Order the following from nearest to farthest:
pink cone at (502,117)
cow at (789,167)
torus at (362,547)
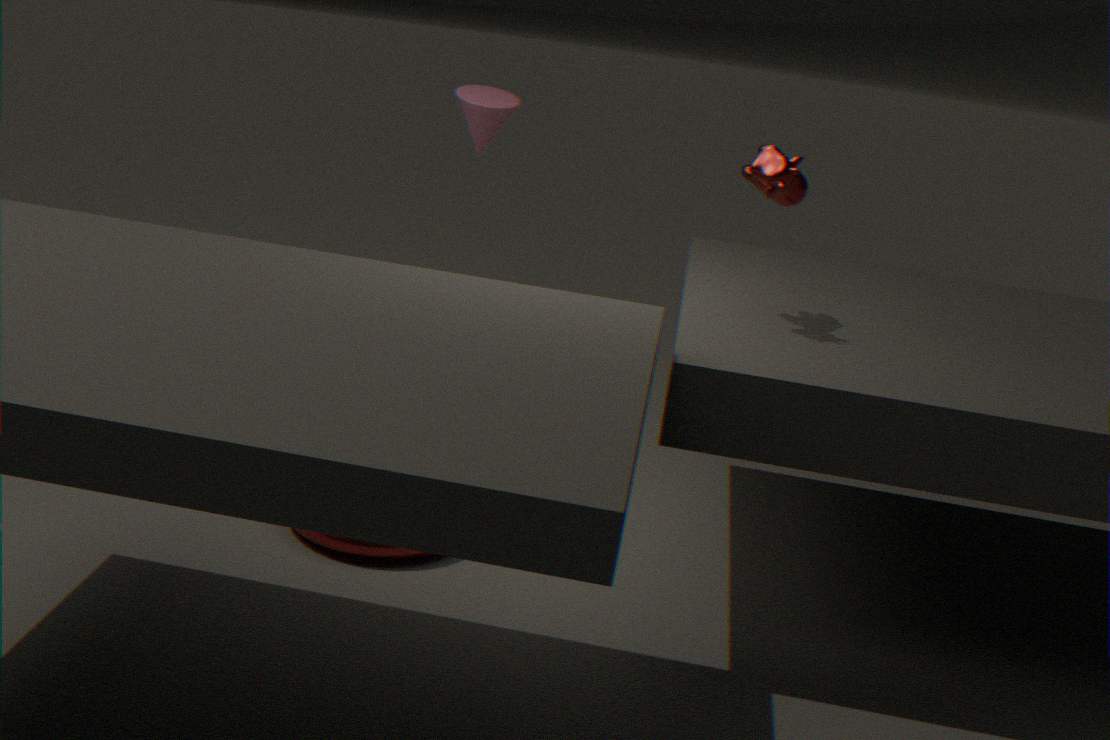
cow at (789,167)
torus at (362,547)
pink cone at (502,117)
